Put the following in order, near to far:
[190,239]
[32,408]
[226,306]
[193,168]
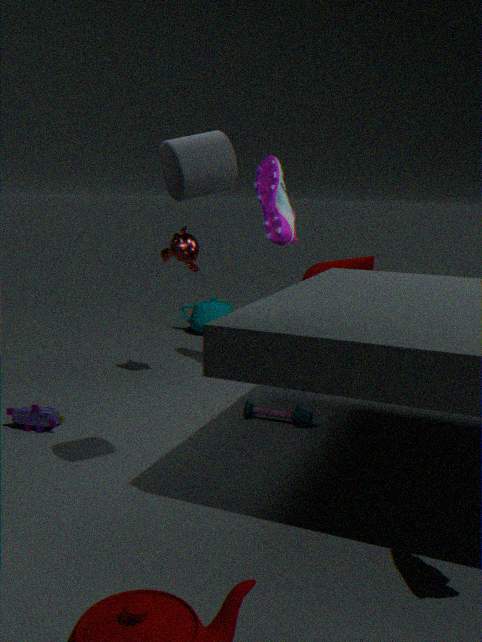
[193,168] → [32,408] → [190,239] → [226,306]
